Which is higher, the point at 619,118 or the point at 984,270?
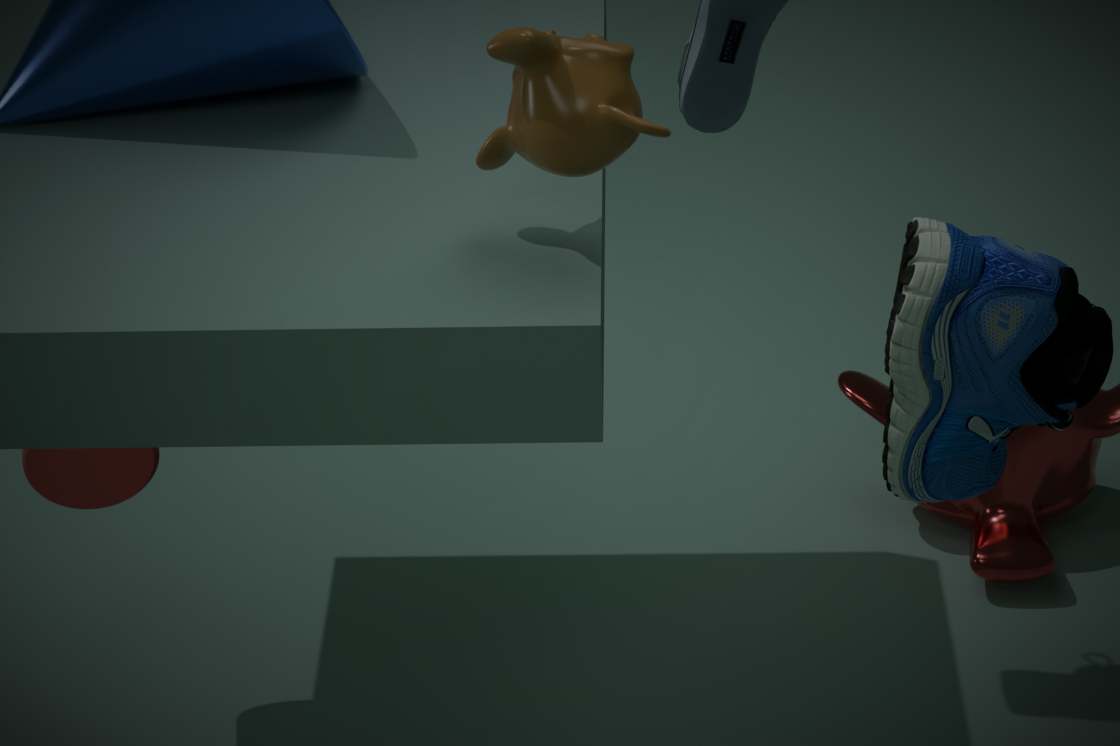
the point at 619,118
